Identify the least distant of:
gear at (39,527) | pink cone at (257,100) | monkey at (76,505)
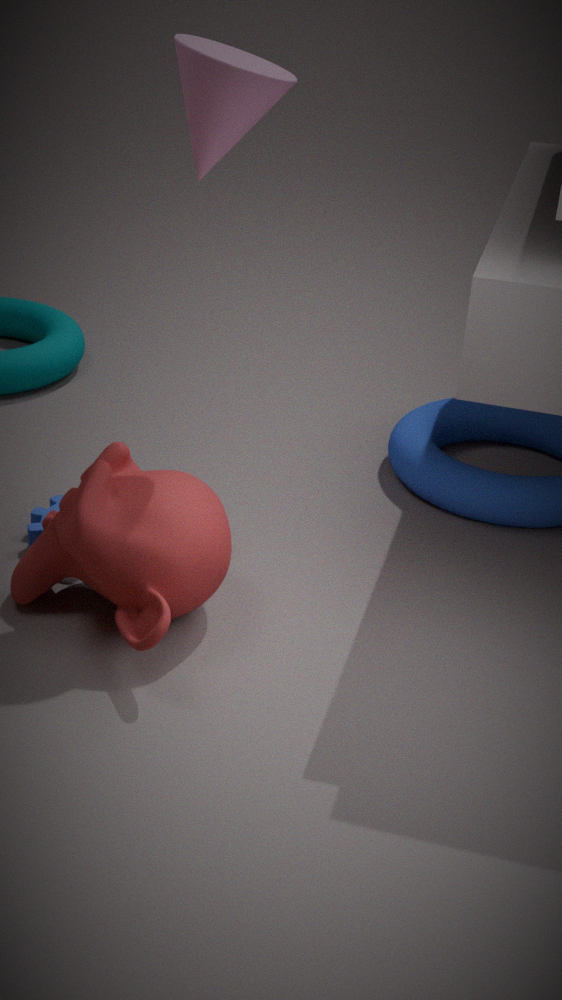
pink cone at (257,100)
